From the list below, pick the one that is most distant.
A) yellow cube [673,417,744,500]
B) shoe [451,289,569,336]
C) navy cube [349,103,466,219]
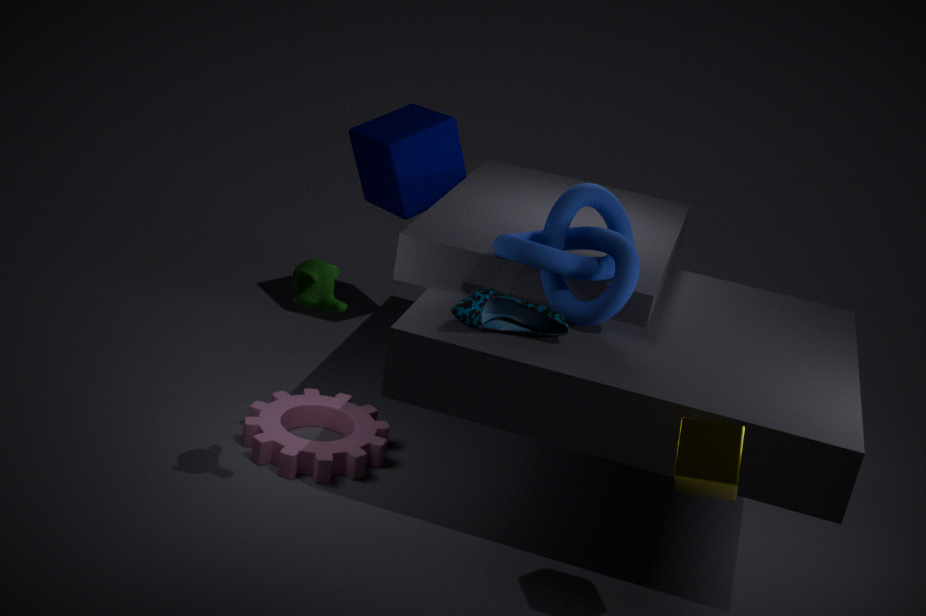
navy cube [349,103,466,219]
